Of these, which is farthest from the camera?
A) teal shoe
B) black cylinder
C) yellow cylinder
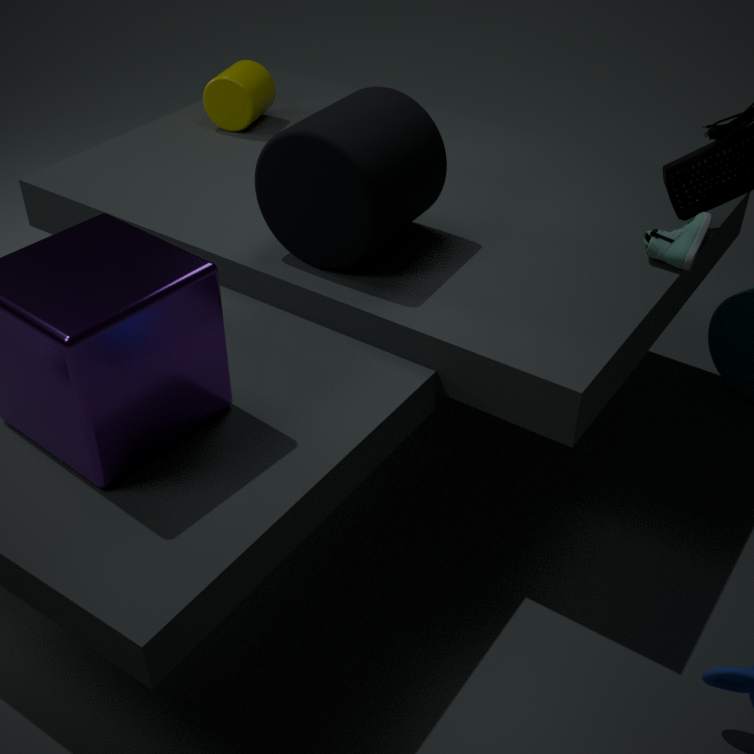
yellow cylinder
